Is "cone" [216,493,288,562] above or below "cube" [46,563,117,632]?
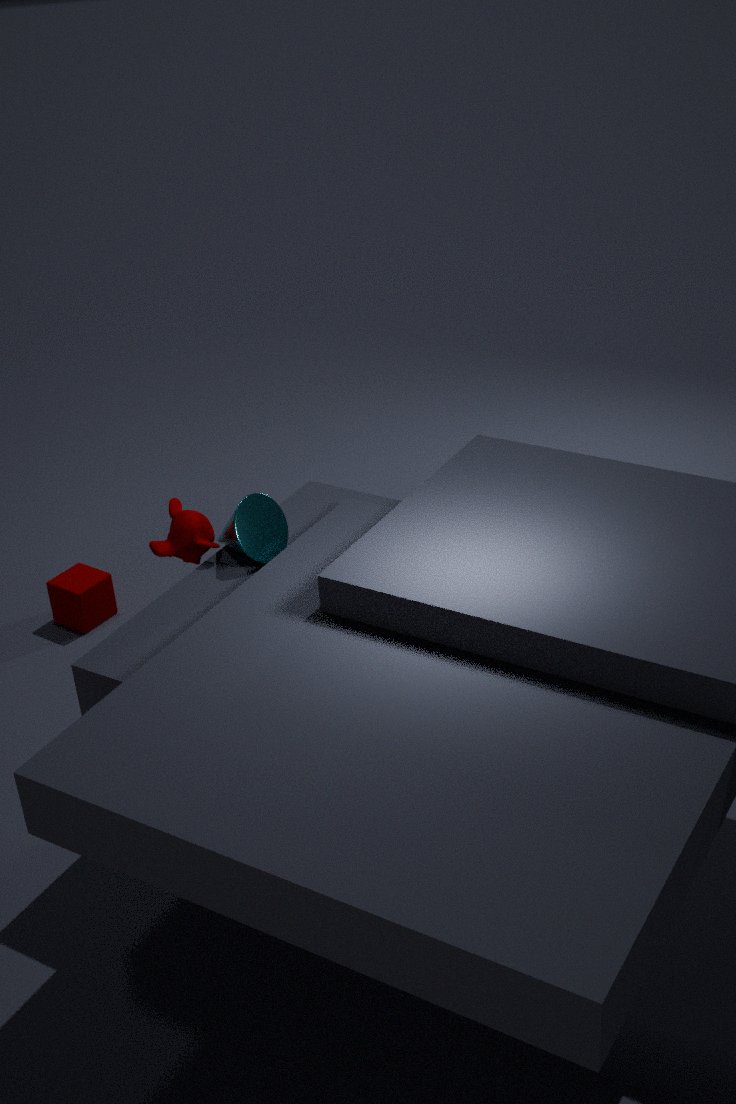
above
